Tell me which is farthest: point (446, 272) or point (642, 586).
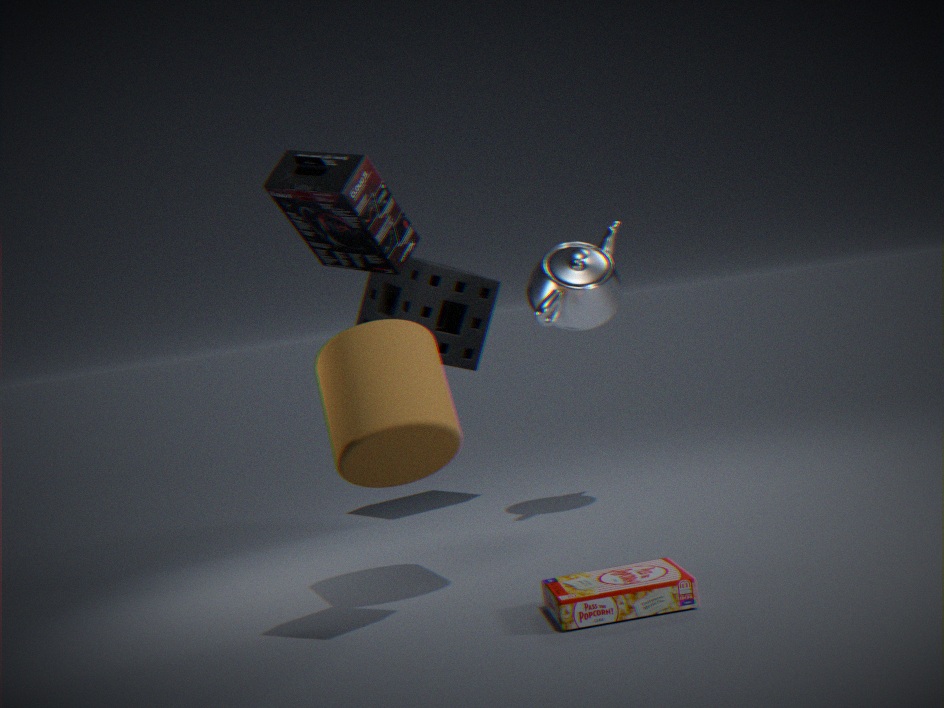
point (446, 272)
